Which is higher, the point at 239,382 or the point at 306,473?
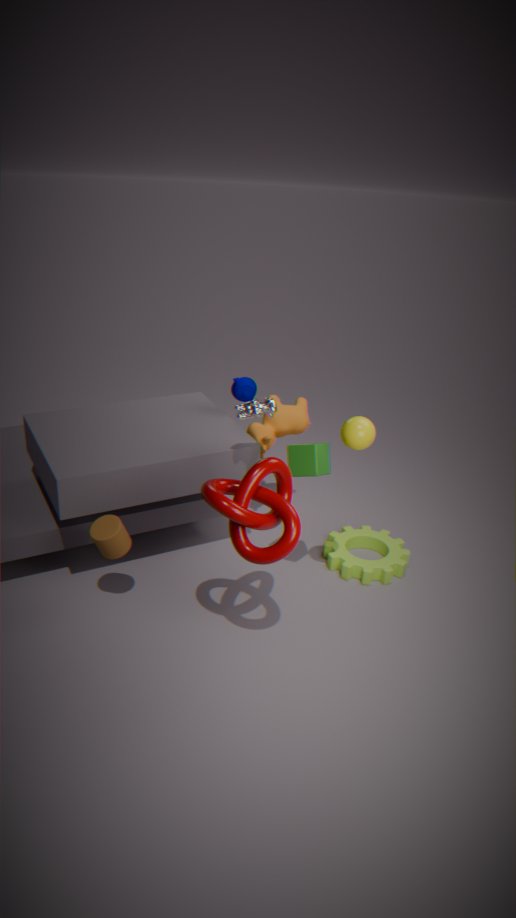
the point at 239,382
